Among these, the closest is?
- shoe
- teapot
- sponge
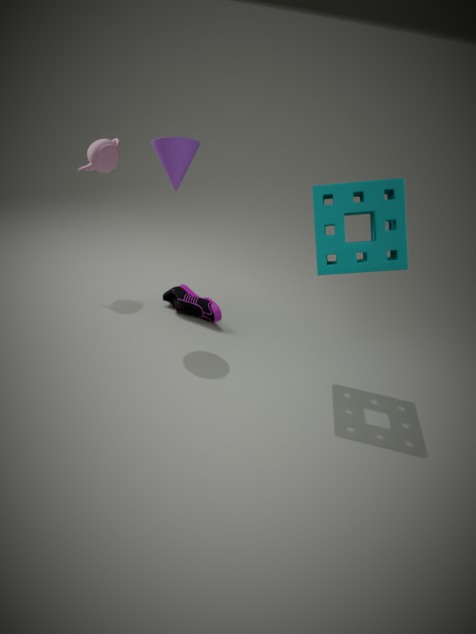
sponge
